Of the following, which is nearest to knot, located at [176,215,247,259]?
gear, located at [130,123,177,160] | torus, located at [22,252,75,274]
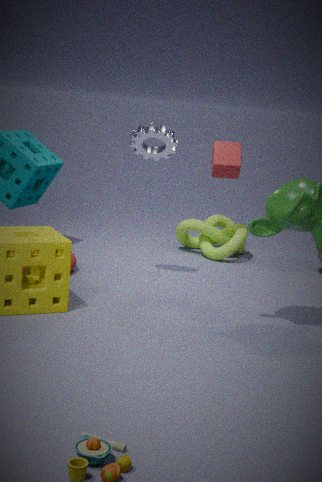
gear, located at [130,123,177,160]
